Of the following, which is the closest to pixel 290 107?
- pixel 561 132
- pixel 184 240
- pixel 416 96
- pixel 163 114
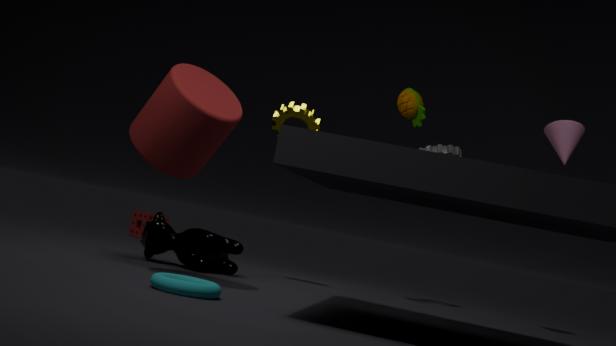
pixel 416 96
